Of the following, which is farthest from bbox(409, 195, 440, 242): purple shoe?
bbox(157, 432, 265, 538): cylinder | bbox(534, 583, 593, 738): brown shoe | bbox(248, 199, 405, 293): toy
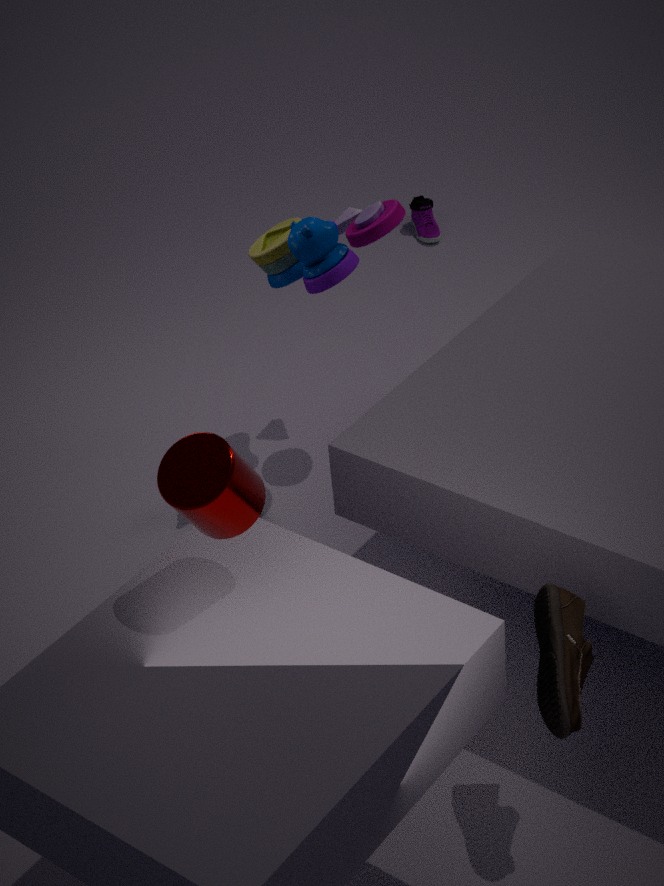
bbox(157, 432, 265, 538): cylinder
